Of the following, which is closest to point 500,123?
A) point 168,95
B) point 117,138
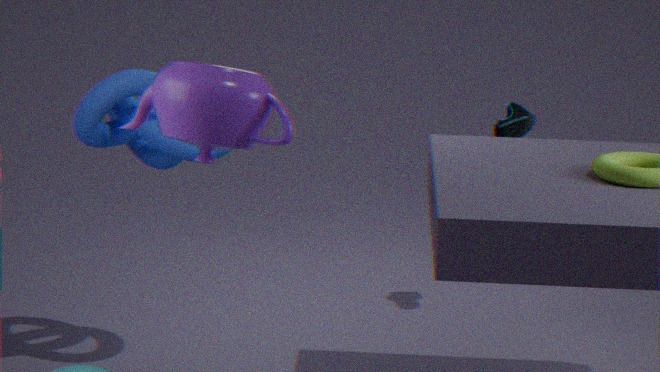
point 117,138
